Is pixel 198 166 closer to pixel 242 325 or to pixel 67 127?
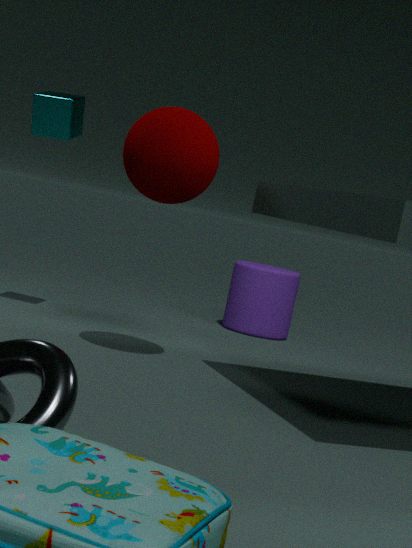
pixel 67 127
